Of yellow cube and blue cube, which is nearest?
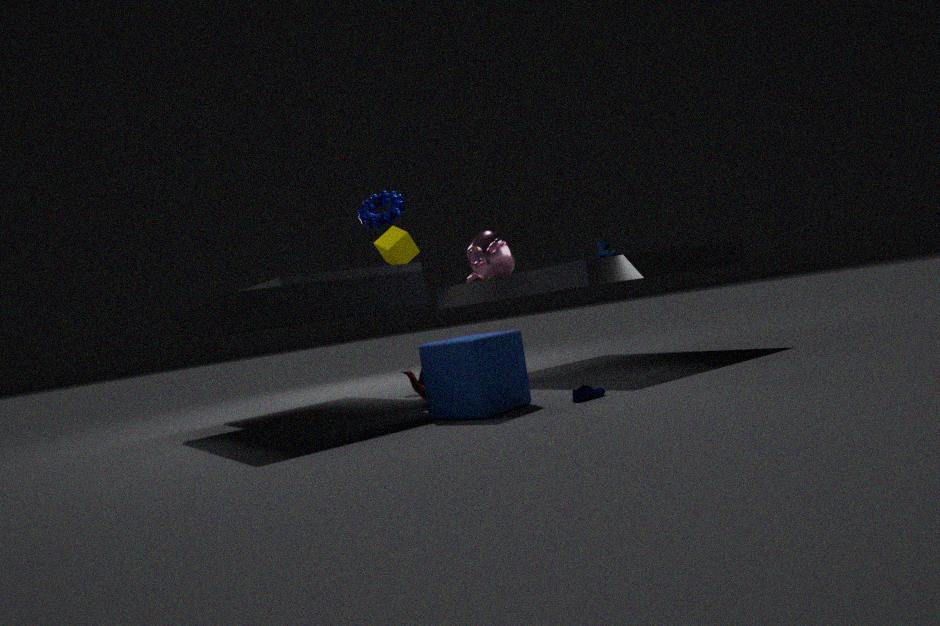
blue cube
